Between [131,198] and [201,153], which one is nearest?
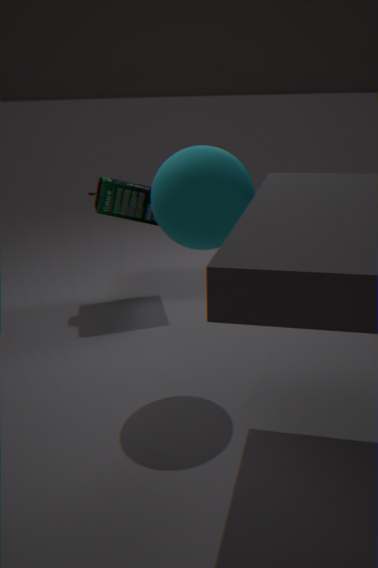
[201,153]
